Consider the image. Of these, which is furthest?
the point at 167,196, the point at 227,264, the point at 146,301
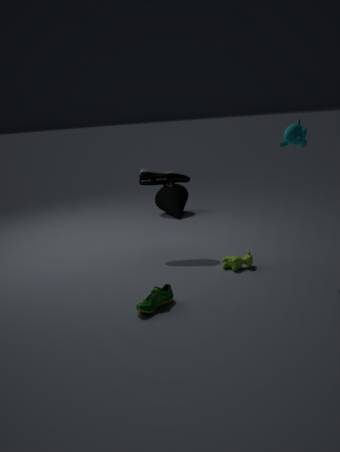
the point at 167,196
